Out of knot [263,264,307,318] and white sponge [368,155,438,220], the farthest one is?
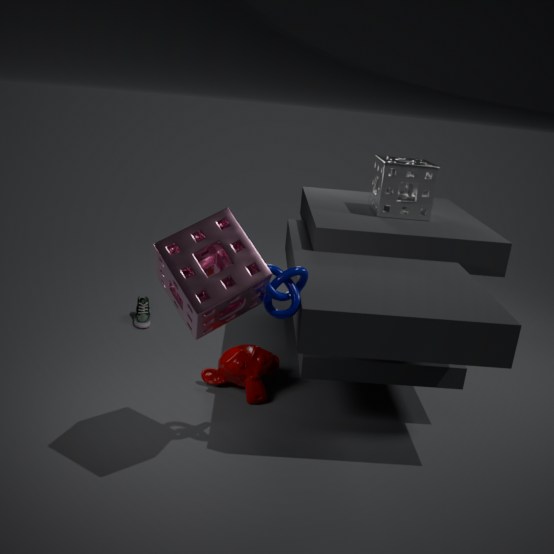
white sponge [368,155,438,220]
